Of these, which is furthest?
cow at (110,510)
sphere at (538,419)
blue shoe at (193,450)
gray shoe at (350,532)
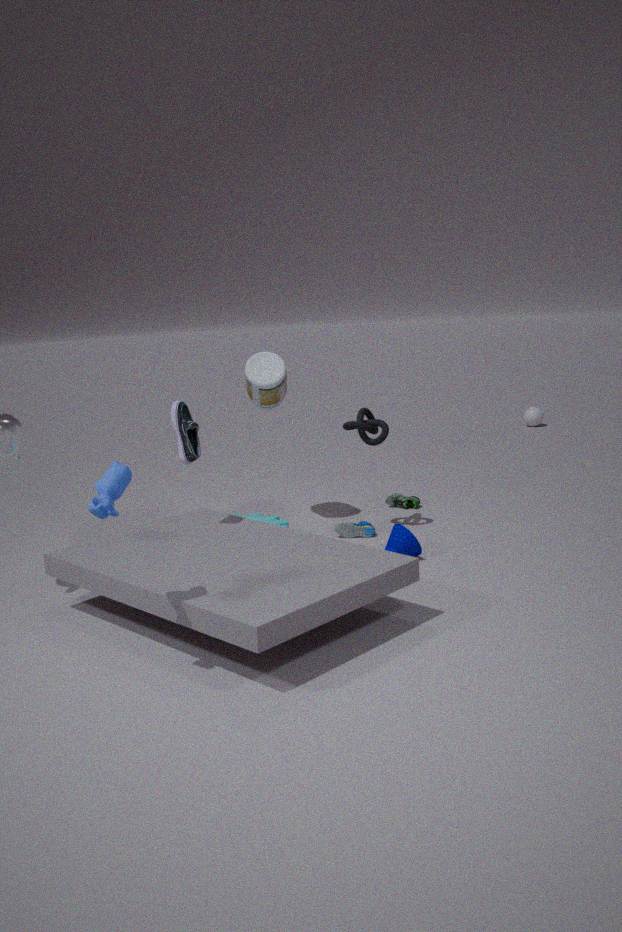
sphere at (538,419)
